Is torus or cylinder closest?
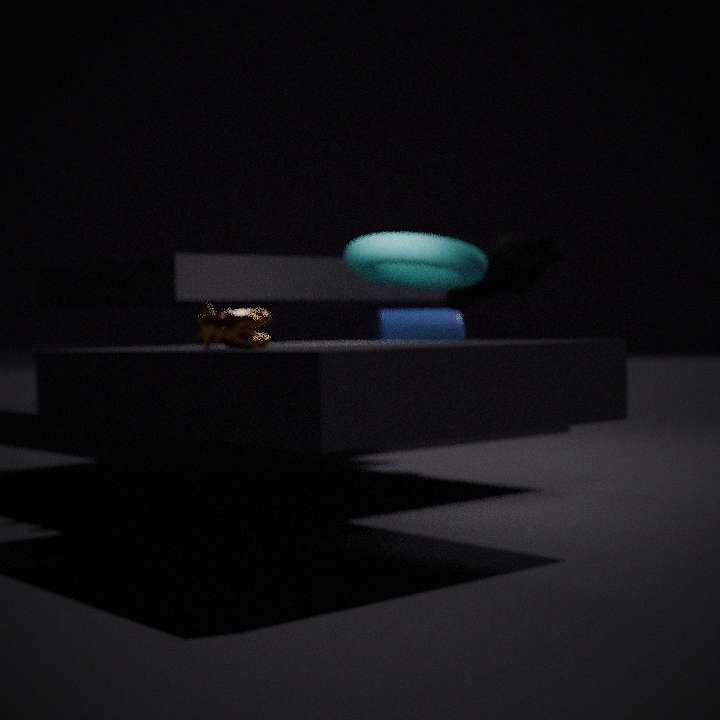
torus
